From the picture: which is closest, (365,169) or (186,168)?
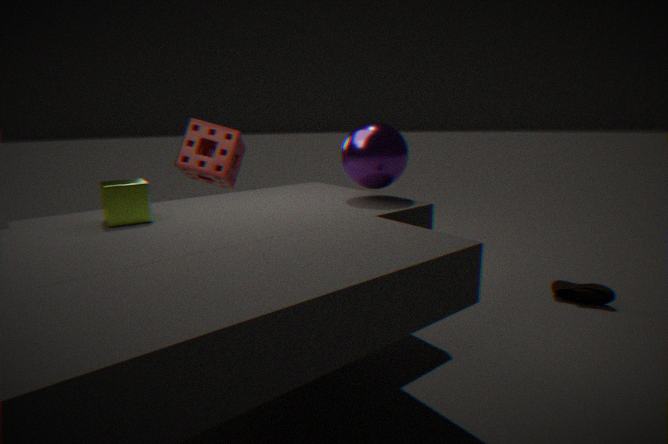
(365,169)
